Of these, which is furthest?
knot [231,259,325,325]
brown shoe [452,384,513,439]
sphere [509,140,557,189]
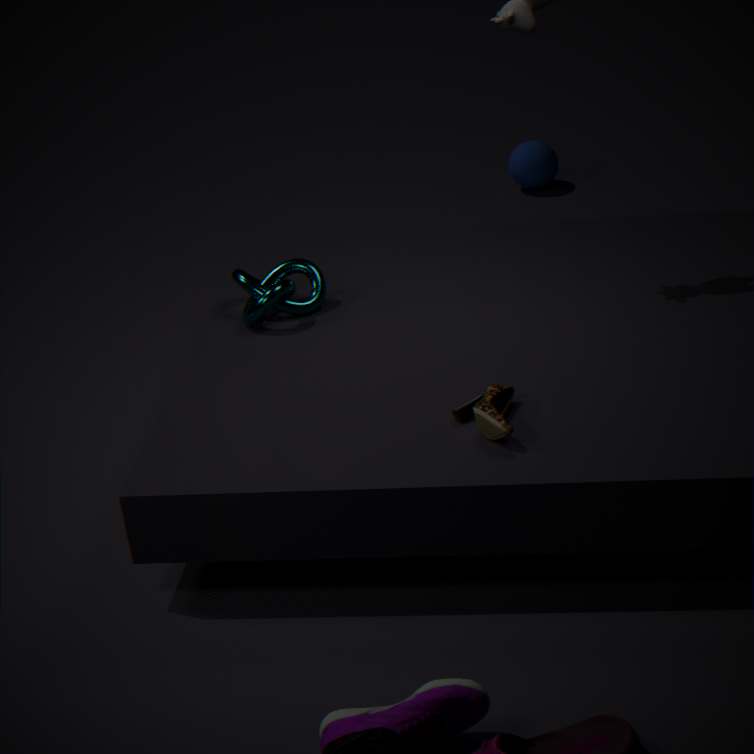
sphere [509,140,557,189]
